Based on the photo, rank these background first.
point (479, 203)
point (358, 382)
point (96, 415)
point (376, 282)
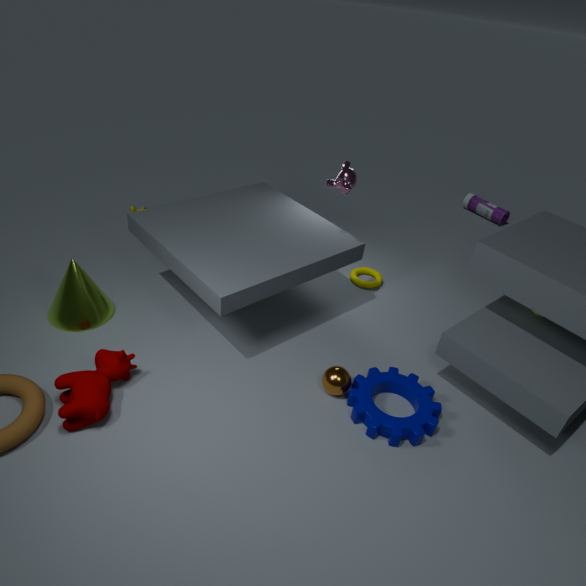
1. point (479, 203)
2. point (376, 282)
3. point (358, 382)
4. point (96, 415)
